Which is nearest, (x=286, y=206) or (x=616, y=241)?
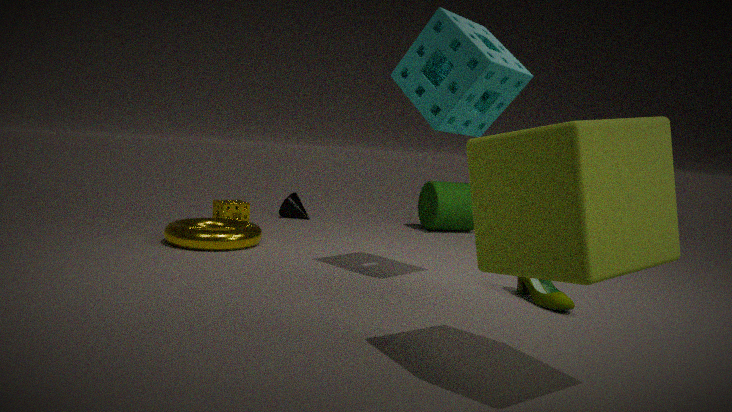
(x=616, y=241)
